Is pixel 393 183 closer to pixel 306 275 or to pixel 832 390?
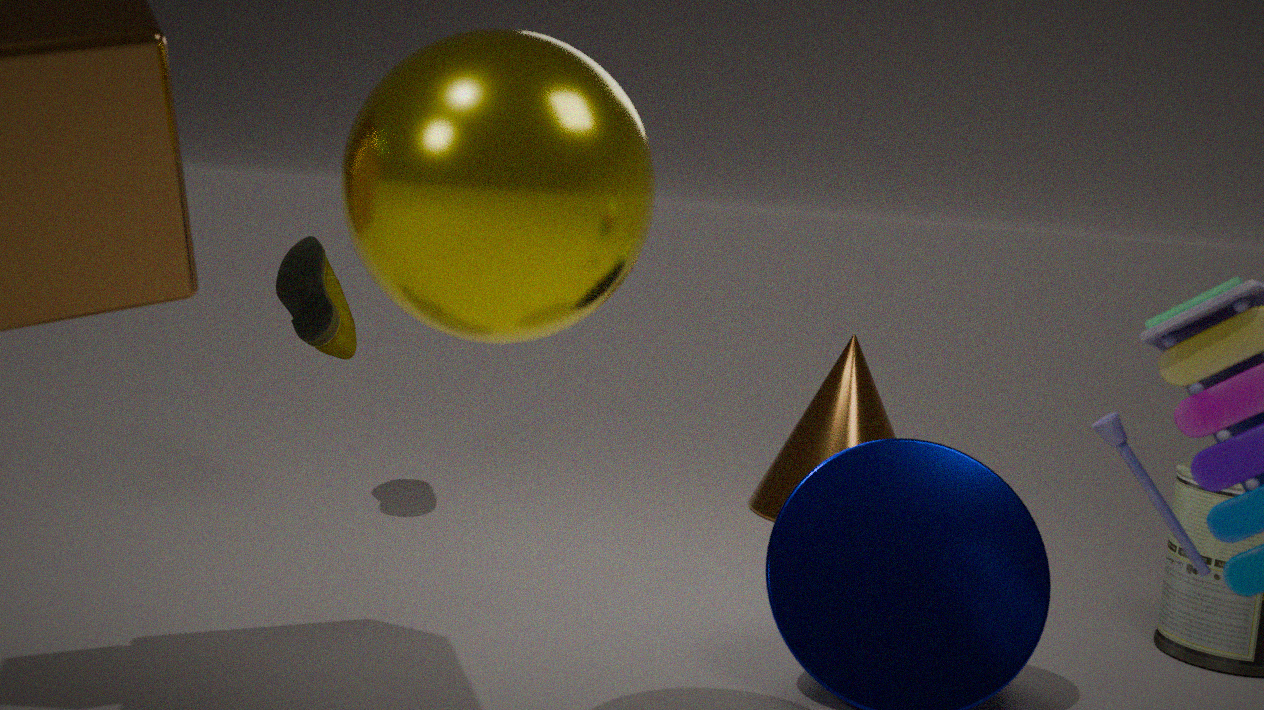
pixel 306 275
